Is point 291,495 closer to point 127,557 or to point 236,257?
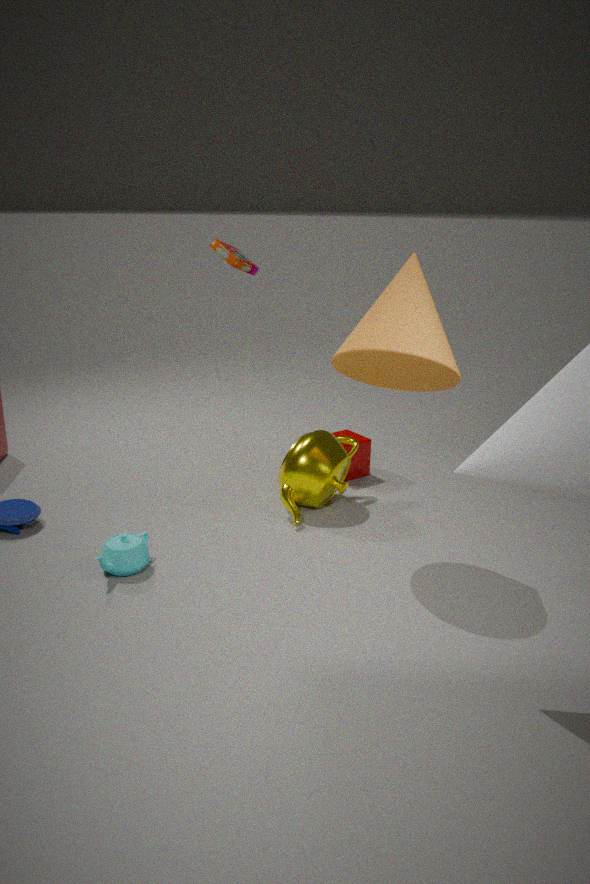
point 127,557
